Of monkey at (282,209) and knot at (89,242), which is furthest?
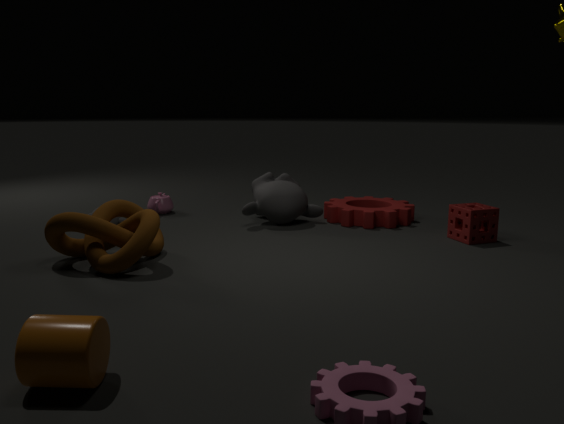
monkey at (282,209)
